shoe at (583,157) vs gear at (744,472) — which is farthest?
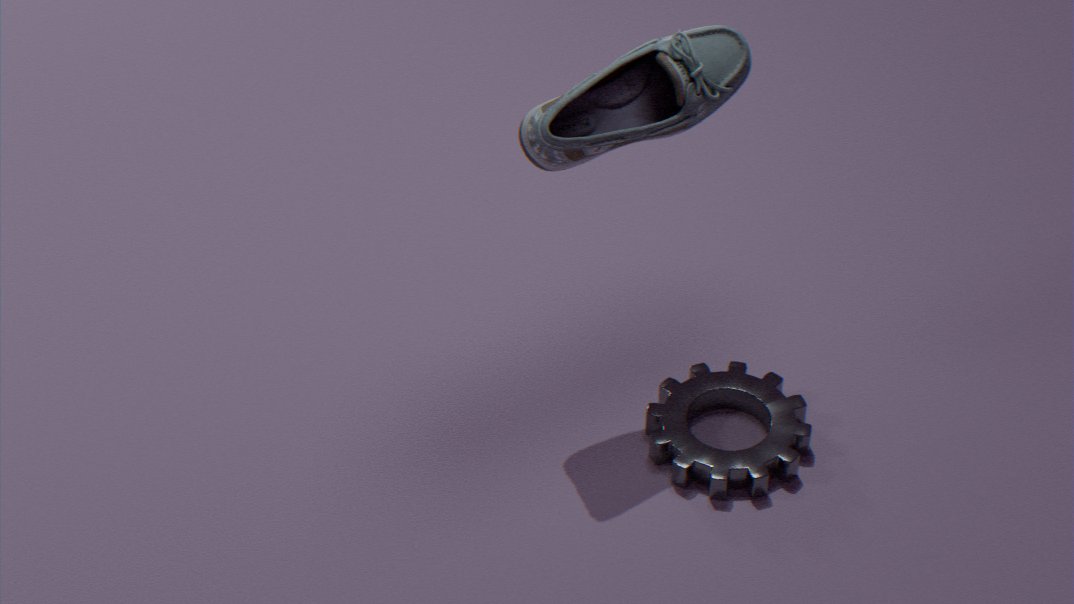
gear at (744,472)
